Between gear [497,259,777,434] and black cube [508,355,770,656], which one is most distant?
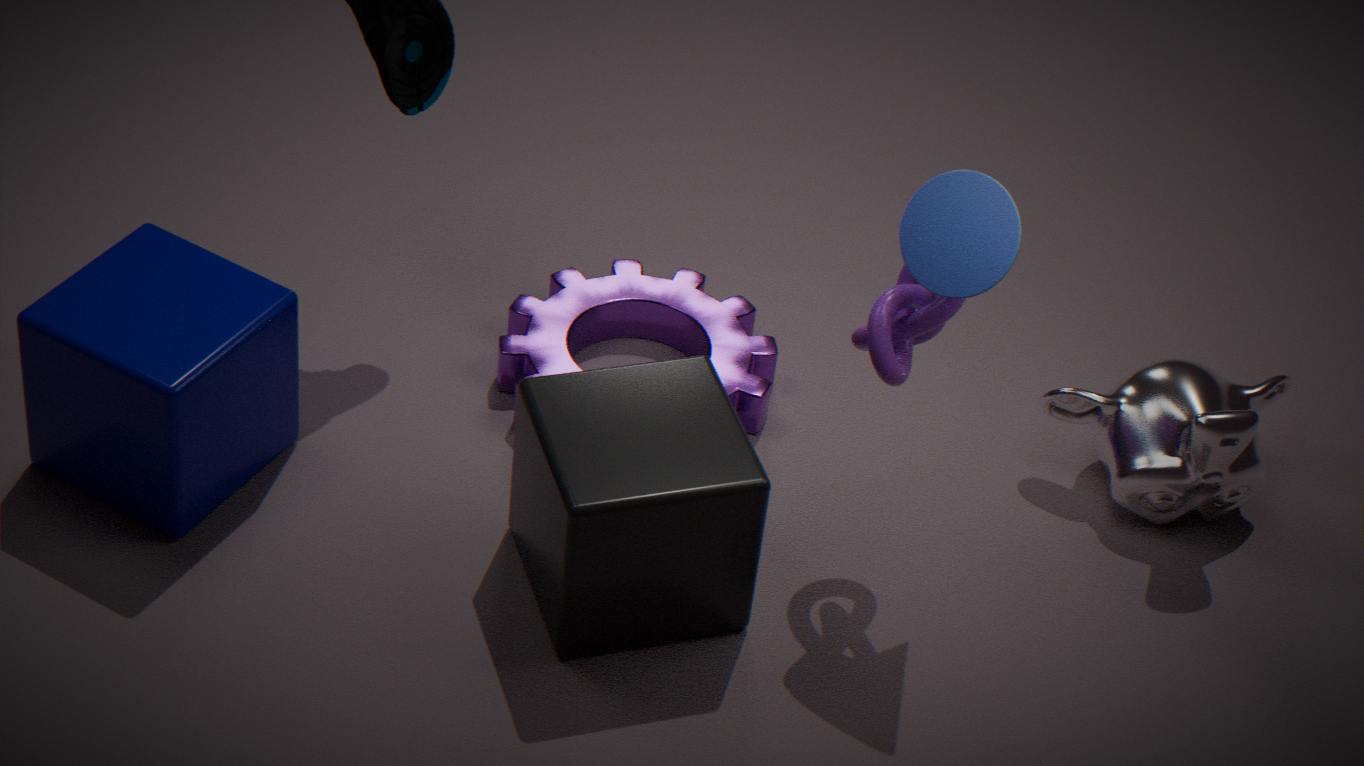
gear [497,259,777,434]
